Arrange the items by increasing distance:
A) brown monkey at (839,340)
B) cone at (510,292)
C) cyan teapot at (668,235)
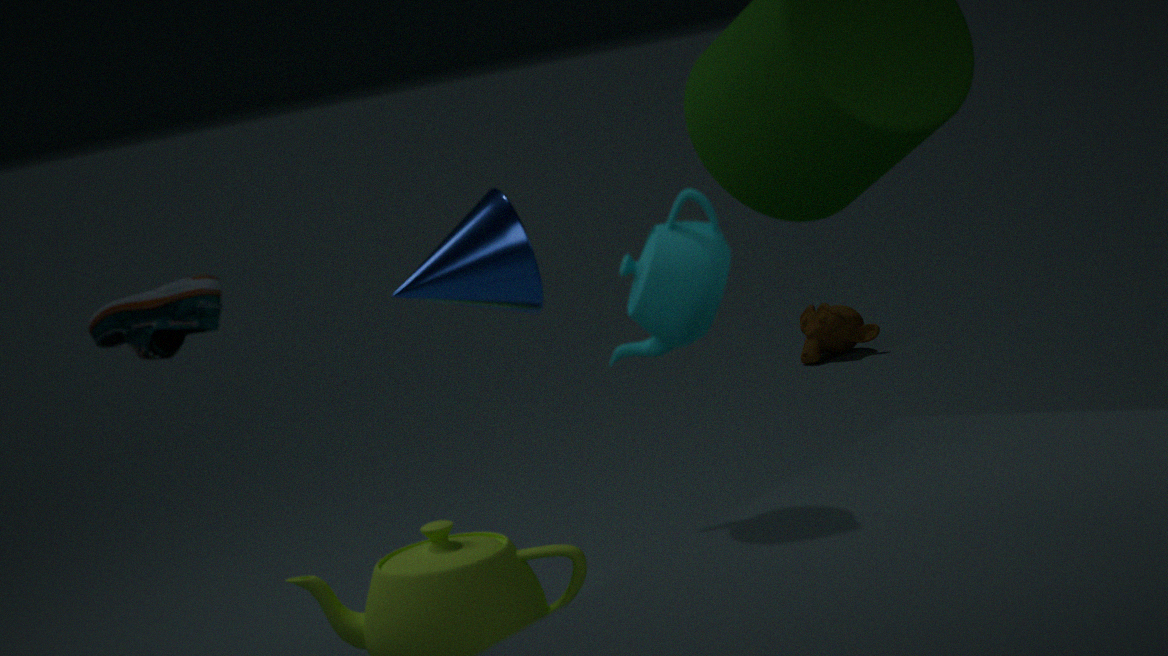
cyan teapot at (668,235), cone at (510,292), brown monkey at (839,340)
